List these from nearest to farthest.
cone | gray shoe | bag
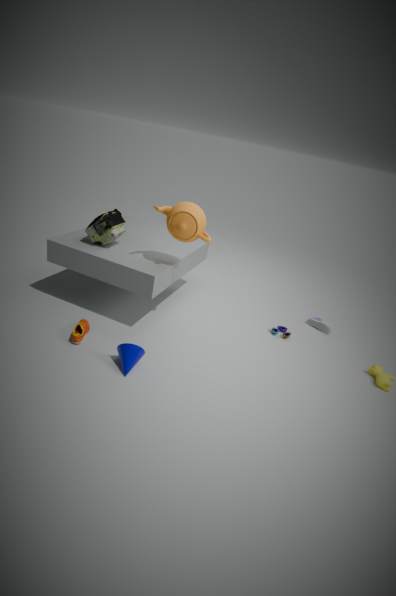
cone, bag, gray shoe
